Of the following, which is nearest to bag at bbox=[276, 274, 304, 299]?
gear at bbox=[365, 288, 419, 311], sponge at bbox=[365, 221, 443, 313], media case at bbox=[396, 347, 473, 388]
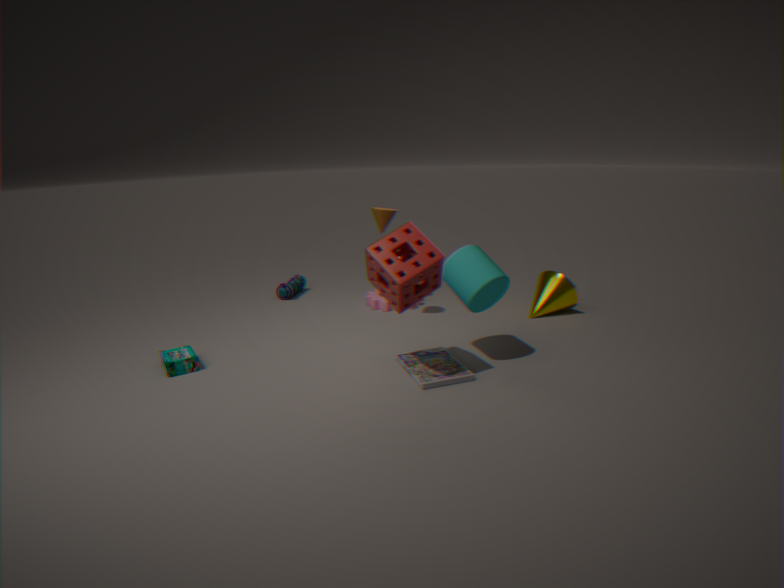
gear at bbox=[365, 288, 419, 311]
